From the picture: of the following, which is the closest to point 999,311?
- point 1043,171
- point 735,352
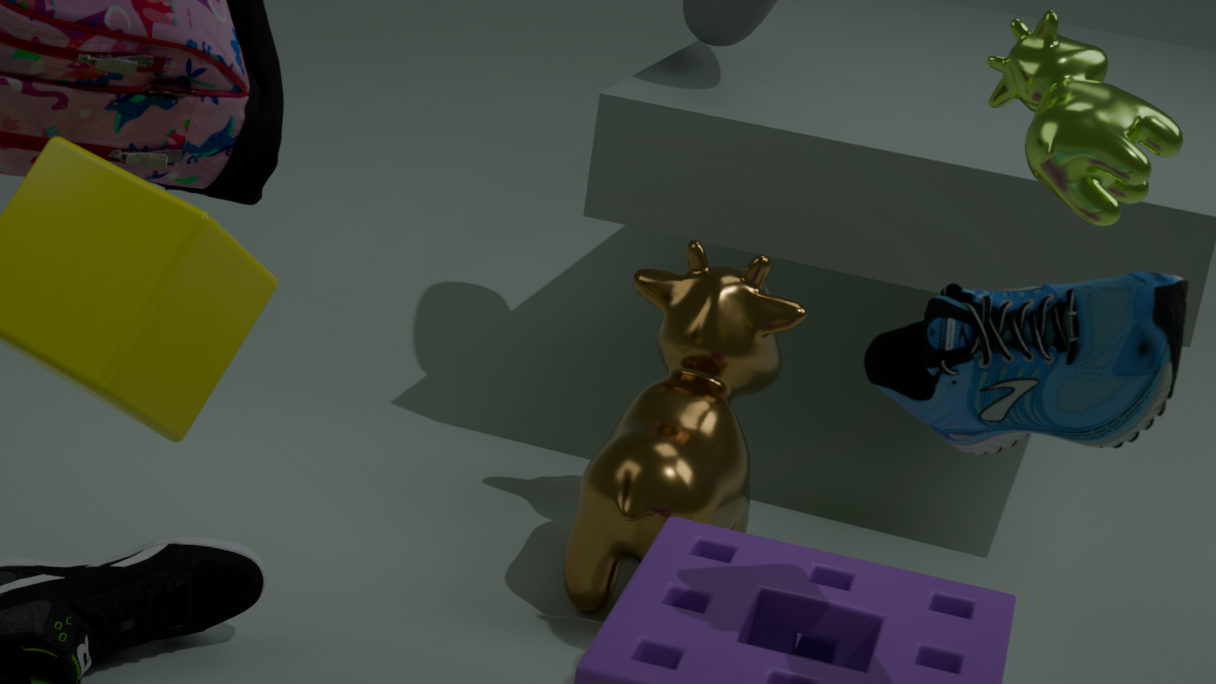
point 1043,171
